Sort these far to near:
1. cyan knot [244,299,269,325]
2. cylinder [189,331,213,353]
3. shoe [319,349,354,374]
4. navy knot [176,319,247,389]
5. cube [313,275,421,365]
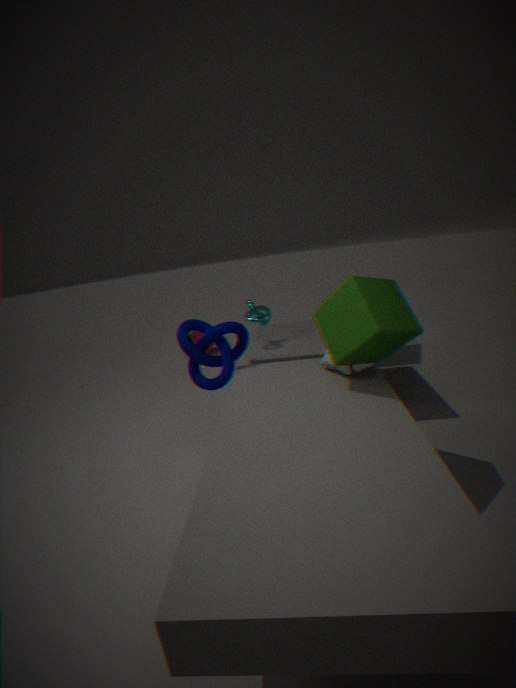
cylinder [189,331,213,353], cyan knot [244,299,269,325], navy knot [176,319,247,389], shoe [319,349,354,374], cube [313,275,421,365]
